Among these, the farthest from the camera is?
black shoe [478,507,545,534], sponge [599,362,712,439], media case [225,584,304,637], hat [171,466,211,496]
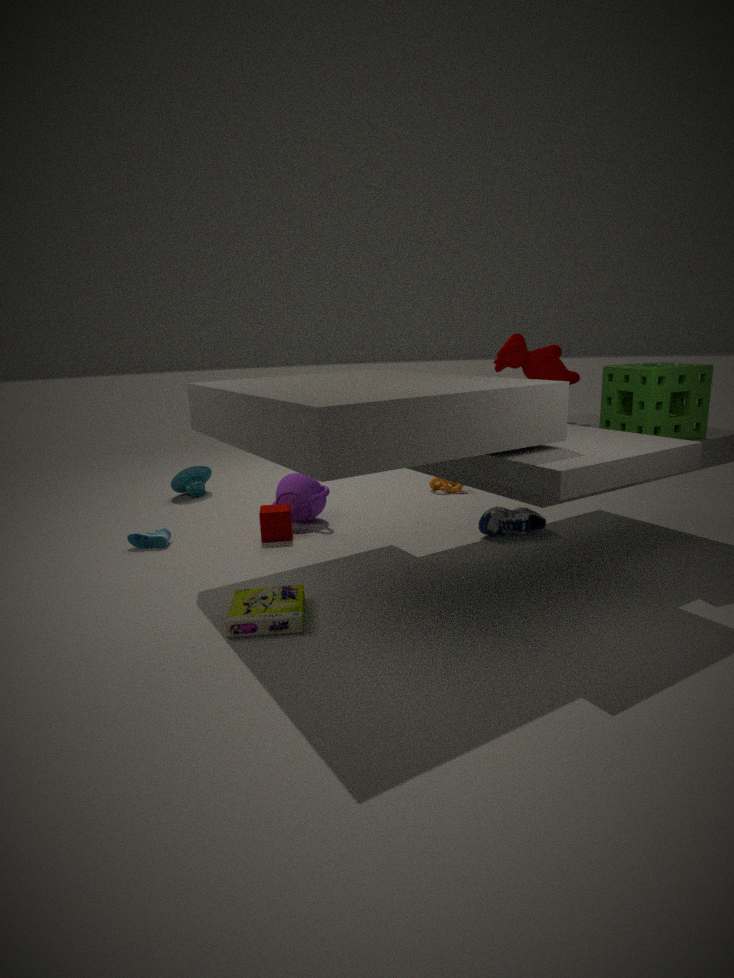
hat [171,466,211,496]
